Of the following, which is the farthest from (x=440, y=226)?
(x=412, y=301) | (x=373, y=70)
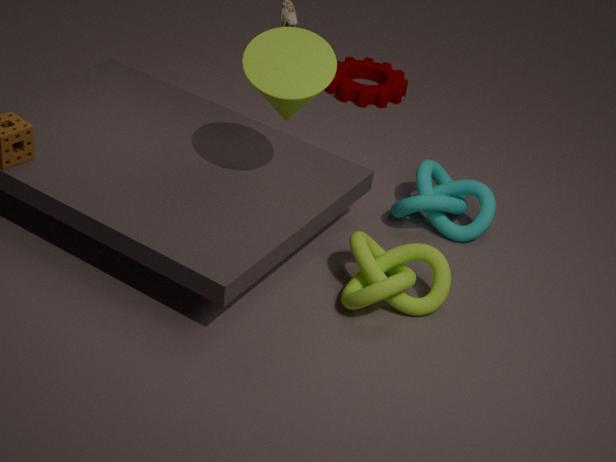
(x=373, y=70)
